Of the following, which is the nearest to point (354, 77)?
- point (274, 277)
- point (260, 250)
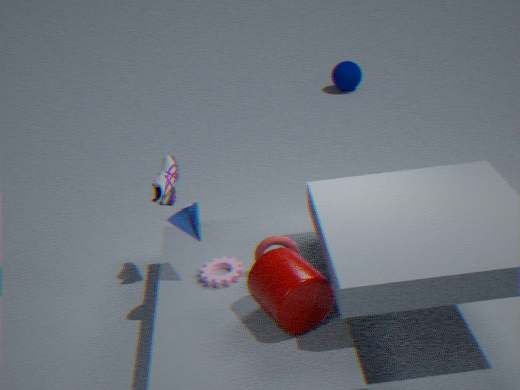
point (260, 250)
